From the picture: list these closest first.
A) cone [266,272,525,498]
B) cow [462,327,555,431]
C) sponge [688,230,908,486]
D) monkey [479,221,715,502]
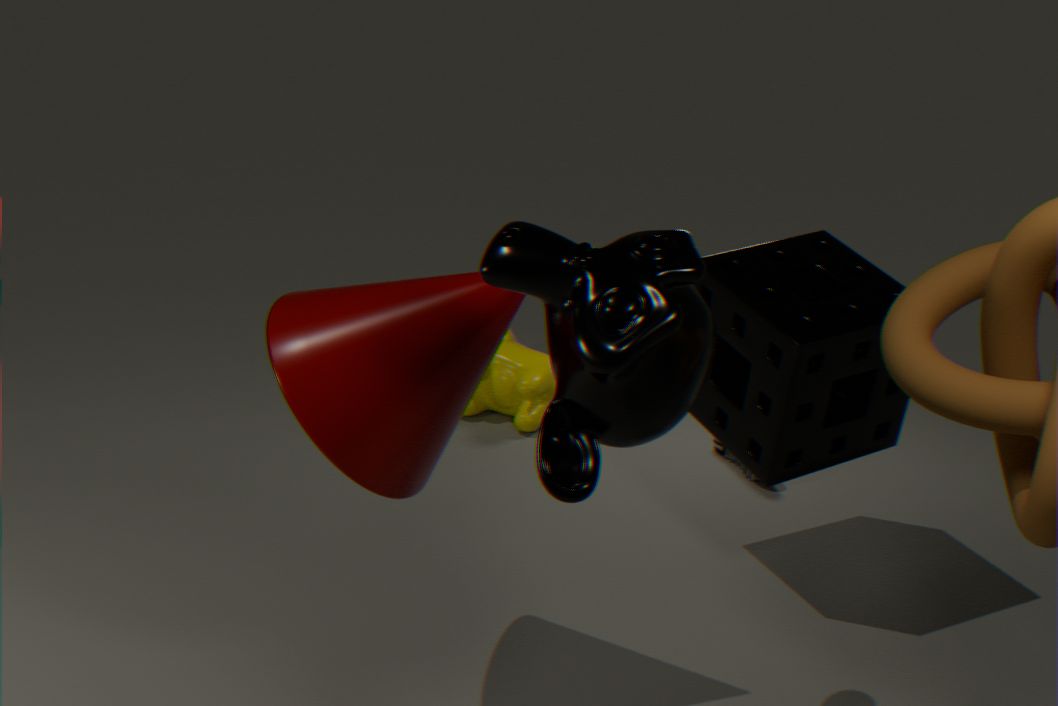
monkey [479,221,715,502]
cone [266,272,525,498]
sponge [688,230,908,486]
cow [462,327,555,431]
